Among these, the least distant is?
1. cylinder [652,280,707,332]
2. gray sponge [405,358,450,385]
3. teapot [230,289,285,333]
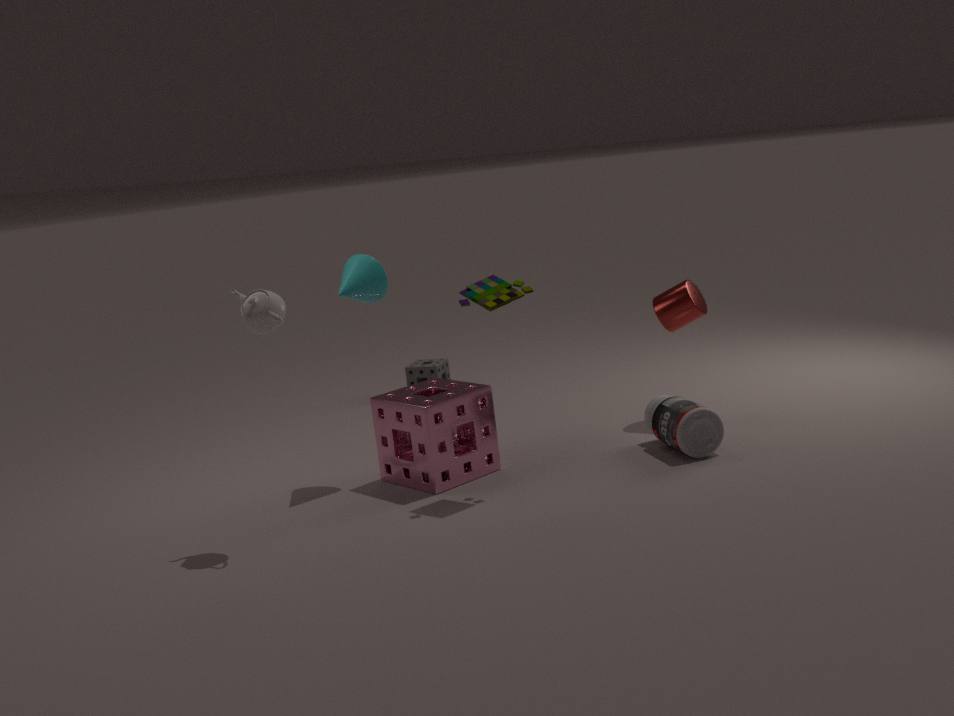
teapot [230,289,285,333]
